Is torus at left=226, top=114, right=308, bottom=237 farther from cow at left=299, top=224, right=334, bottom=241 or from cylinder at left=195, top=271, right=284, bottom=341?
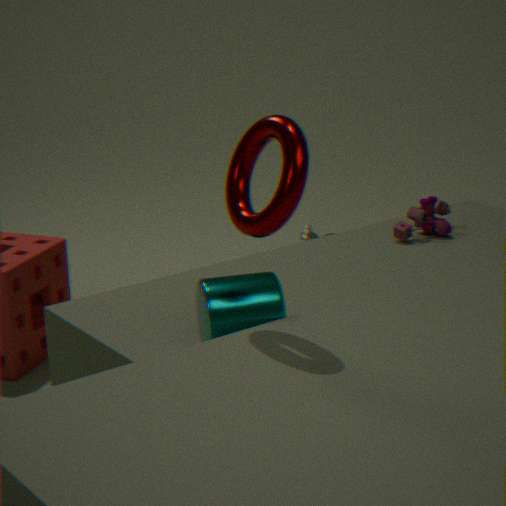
cow at left=299, top=224, right=334, bottom=241
